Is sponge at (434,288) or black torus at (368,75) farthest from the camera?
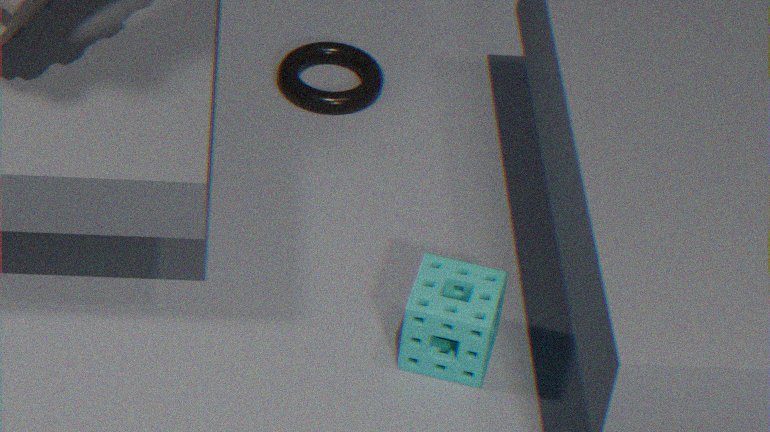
black torus at (368,75)
